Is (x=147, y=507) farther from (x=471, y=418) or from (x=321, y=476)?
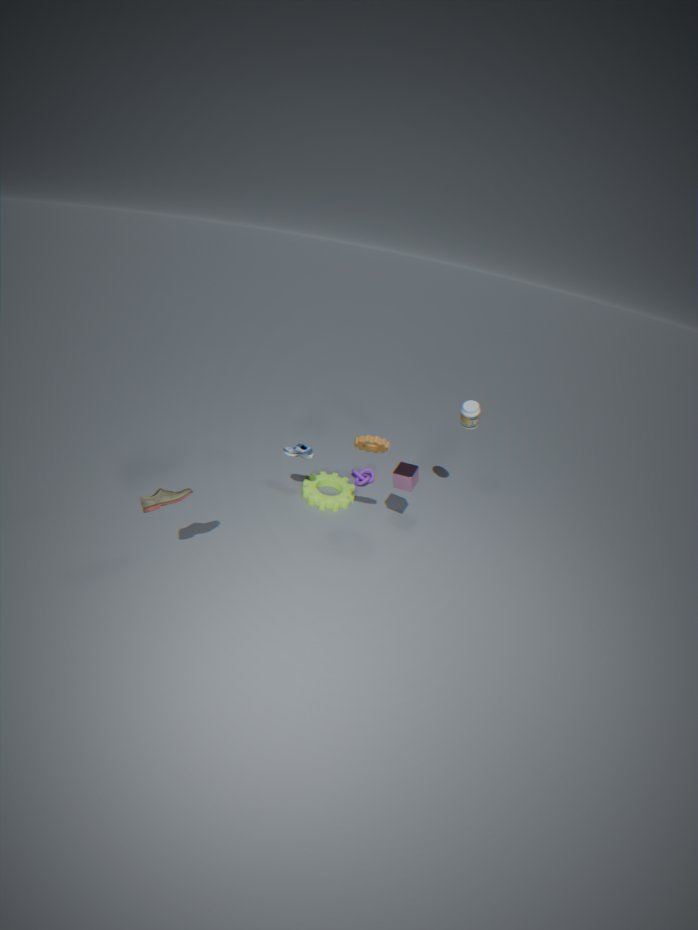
(x=471, y=418)
